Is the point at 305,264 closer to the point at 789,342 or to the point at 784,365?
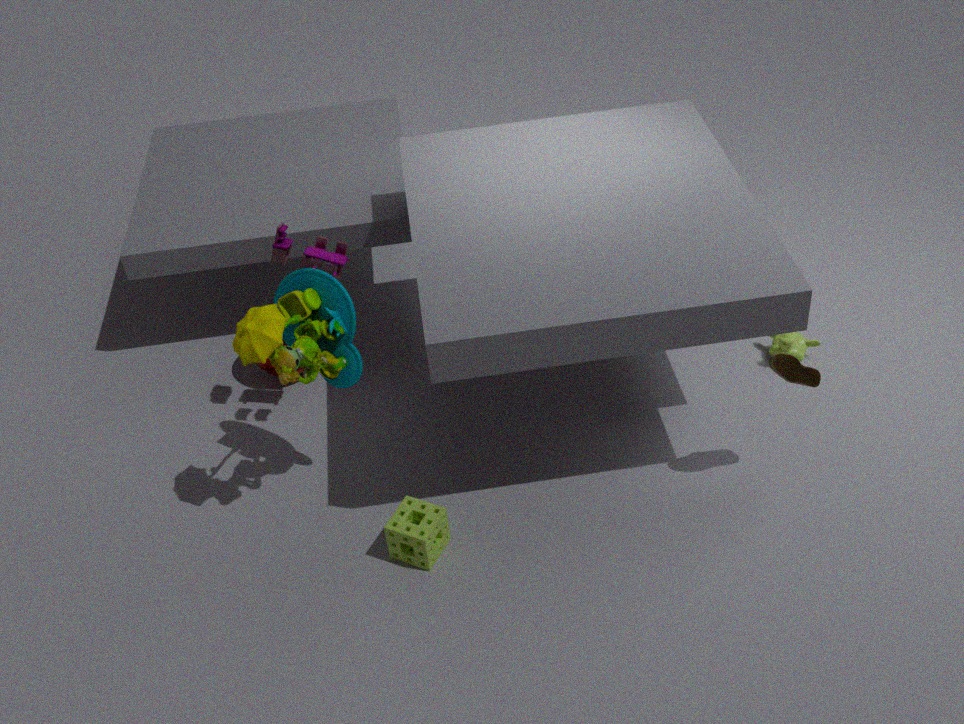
the point at 784,365
